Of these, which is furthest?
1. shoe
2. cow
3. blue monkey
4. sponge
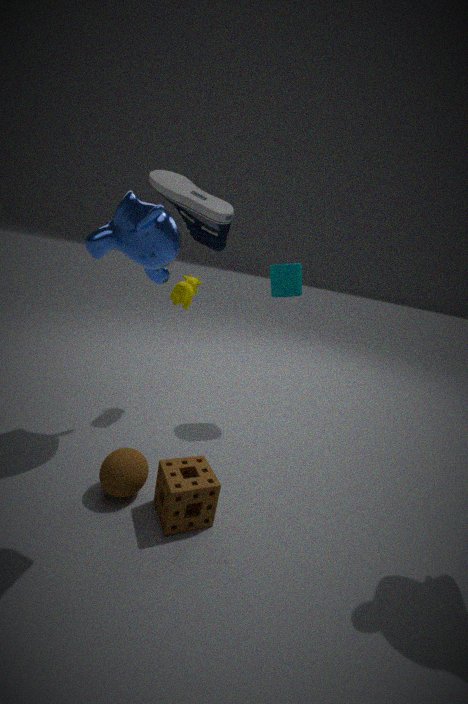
cow
